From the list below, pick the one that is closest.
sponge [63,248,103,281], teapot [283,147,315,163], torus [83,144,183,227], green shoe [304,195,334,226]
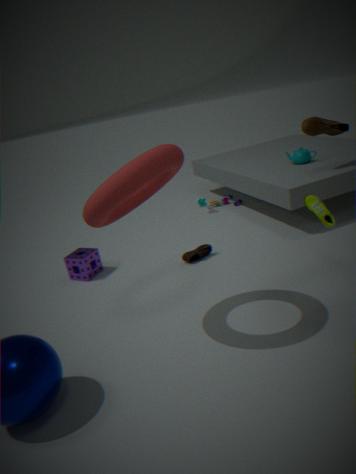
torus [83,144,183,227]
